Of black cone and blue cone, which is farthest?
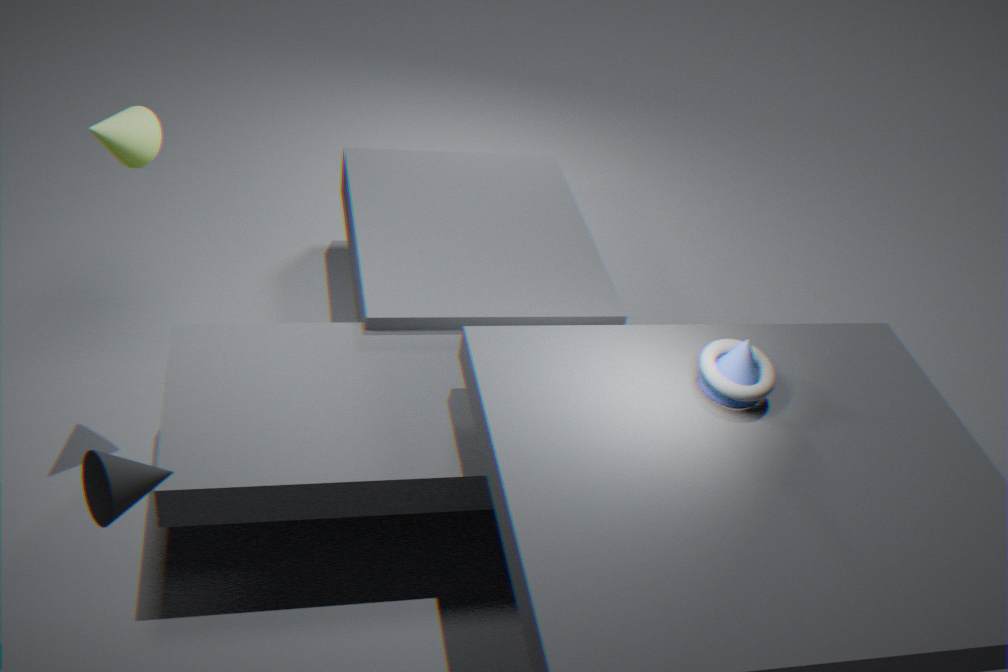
blue cone
